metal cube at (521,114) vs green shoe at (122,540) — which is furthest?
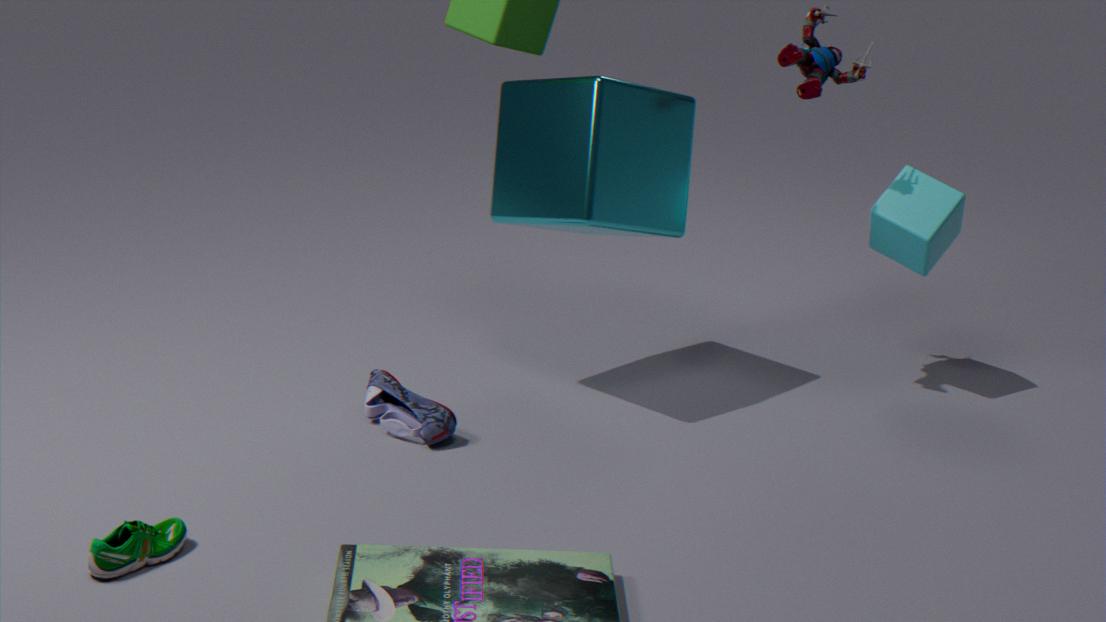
metal cube at (521,114)
